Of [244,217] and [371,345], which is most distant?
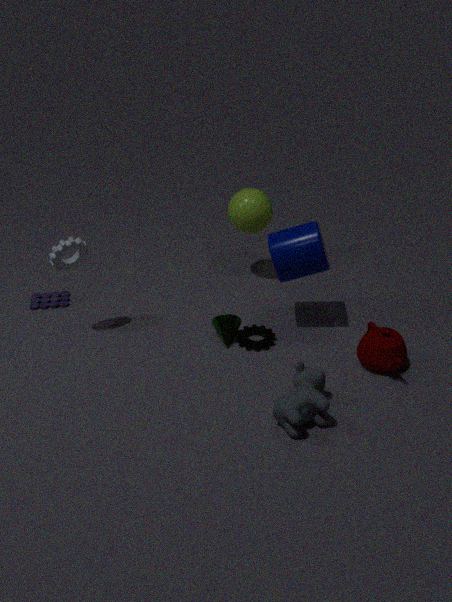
[244,217]
